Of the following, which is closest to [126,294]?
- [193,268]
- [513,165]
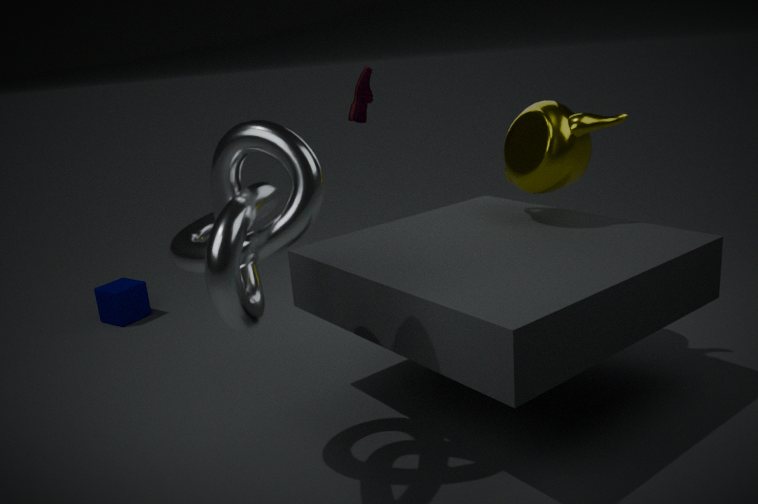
[193,268]
